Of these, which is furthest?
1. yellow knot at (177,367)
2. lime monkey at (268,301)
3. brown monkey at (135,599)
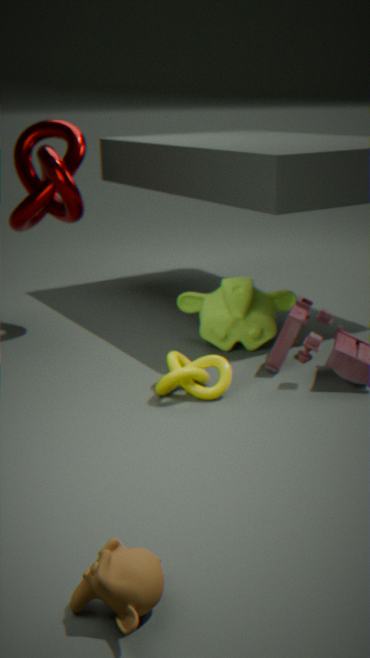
lime monkey at (268,301)
